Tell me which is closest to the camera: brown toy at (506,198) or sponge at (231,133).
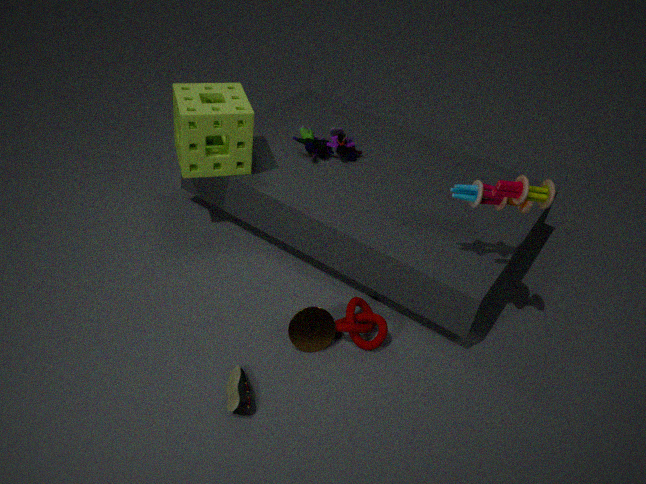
brown toy at (506,198)
